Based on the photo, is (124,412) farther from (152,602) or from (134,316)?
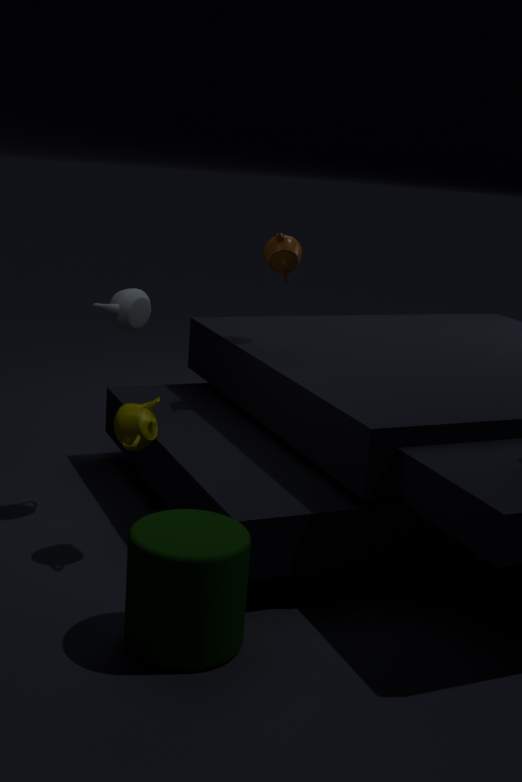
(152,602)
